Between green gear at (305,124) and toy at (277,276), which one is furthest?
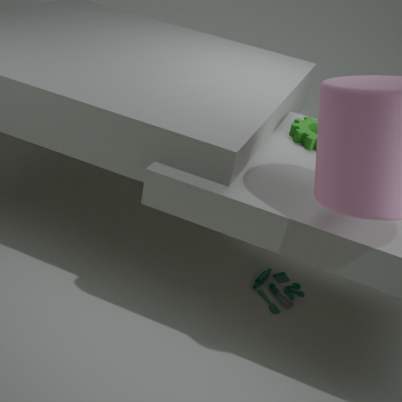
toy at (277,276)
